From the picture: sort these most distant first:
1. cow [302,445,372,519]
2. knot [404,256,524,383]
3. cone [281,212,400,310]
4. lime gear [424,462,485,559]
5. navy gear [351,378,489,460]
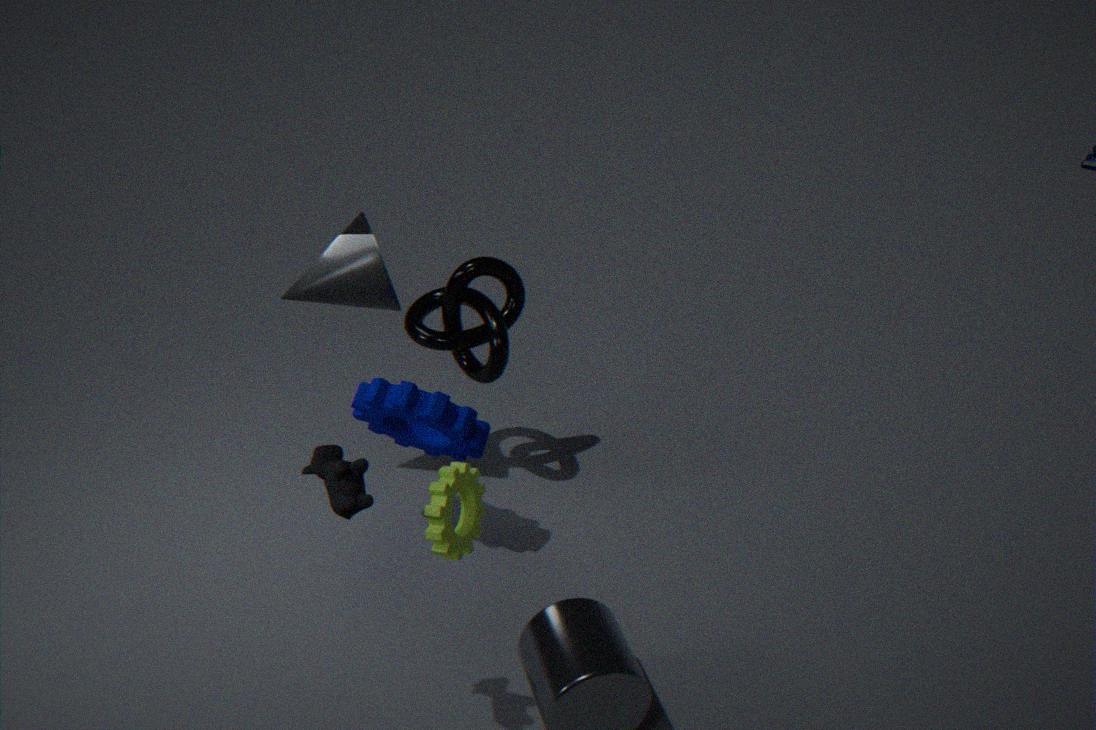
1. knot [404,256,524,383]
2. cone [281,212,400,310]
3. navy gear [351,378,489,460]
4. lime gear [424,462,485,559]
5. cow [302,445,372,519]
